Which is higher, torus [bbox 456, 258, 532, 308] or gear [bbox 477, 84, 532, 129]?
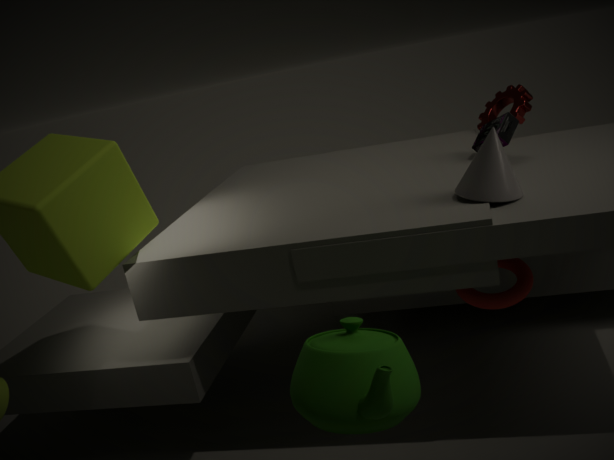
gear [bbox 477, 84, 532, 129]
